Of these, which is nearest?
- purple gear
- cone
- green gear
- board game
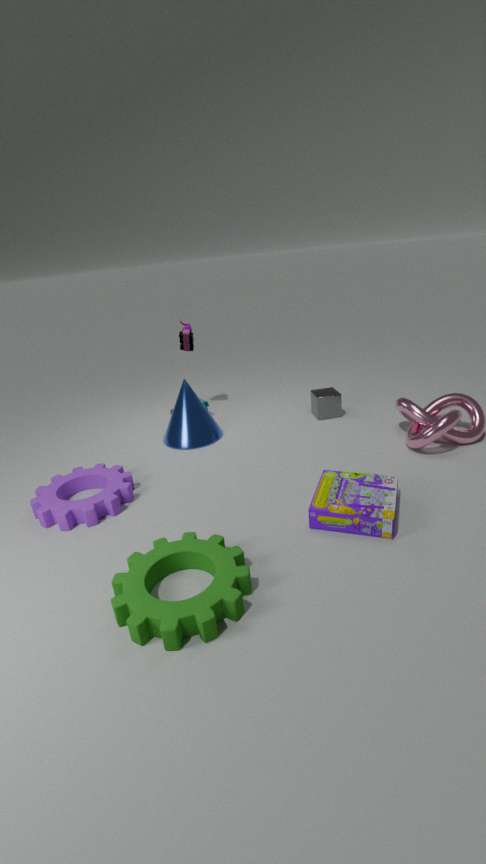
green gear
